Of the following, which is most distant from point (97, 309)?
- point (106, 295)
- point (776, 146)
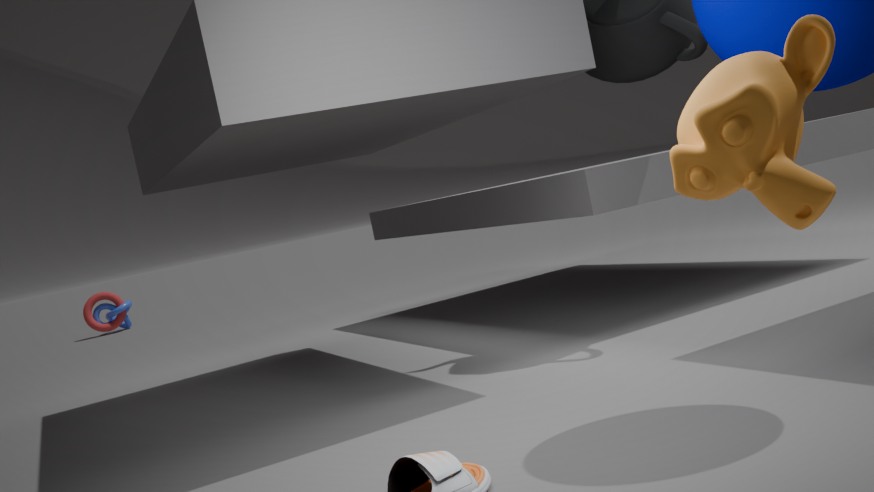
point (776, 146)
